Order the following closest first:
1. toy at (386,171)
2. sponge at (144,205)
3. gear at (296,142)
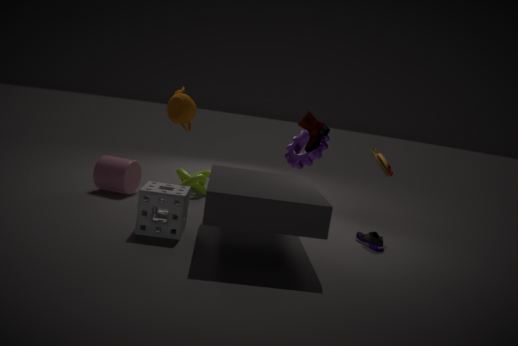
sponge at (144,205)
toy at (386,171)
gear at (296,142)
